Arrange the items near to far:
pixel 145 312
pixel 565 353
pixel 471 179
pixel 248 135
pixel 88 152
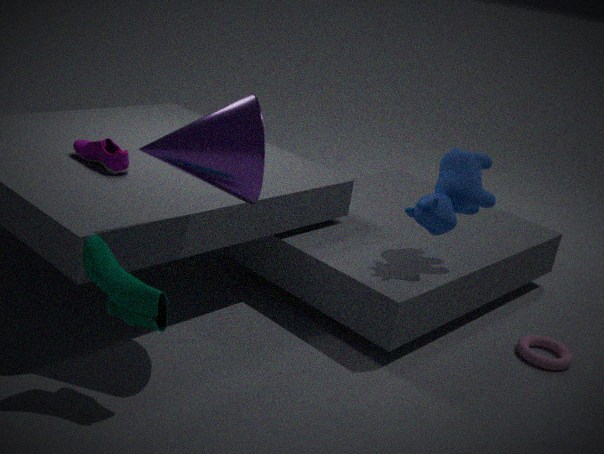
pixel 145 312 → pixel 248 135 → pixel 471 179 → pixel 88 152 → pixel 565 353
